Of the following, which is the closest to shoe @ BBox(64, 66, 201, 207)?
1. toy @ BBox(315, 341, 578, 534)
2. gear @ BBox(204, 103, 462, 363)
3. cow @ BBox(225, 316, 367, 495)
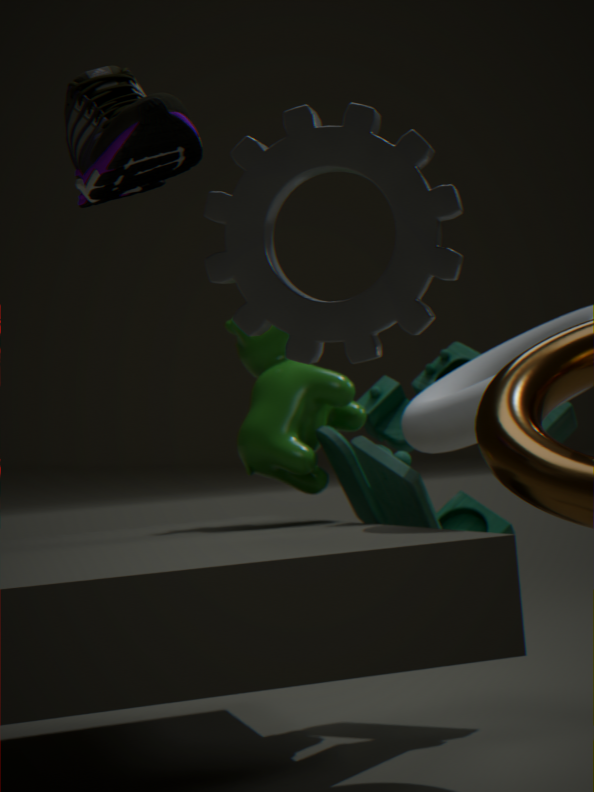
gear @ BBox(204, 103, 462, 363)
